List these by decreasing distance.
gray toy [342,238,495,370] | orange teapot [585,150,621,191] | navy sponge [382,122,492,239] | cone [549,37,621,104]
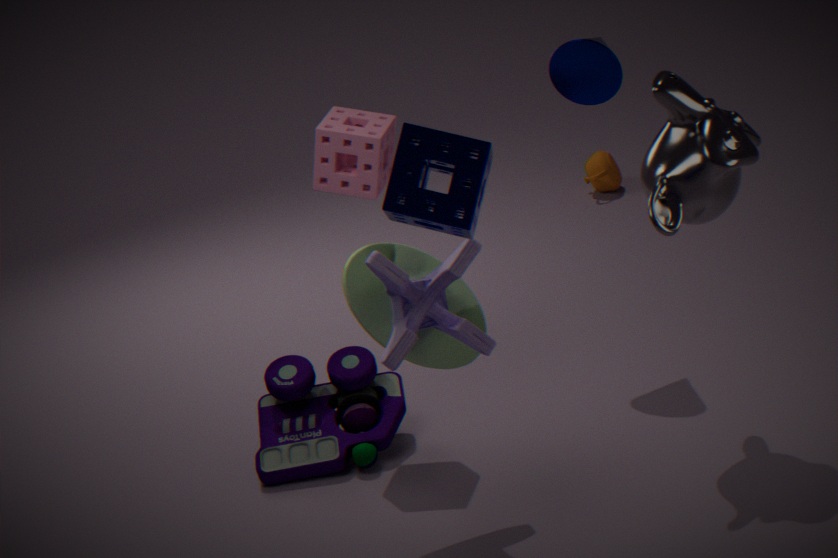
1. orange teapot [585,150,621,191]
2. cone [549,37,621,104]
3. gray toy [342,238,495,370]
4. navy sponge [382,122,492,239]
